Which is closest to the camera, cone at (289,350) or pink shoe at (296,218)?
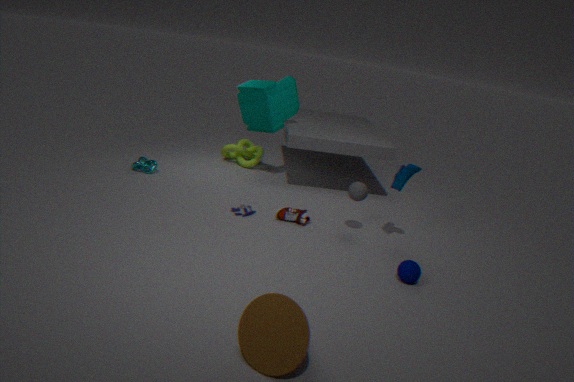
cone at (289,350)
